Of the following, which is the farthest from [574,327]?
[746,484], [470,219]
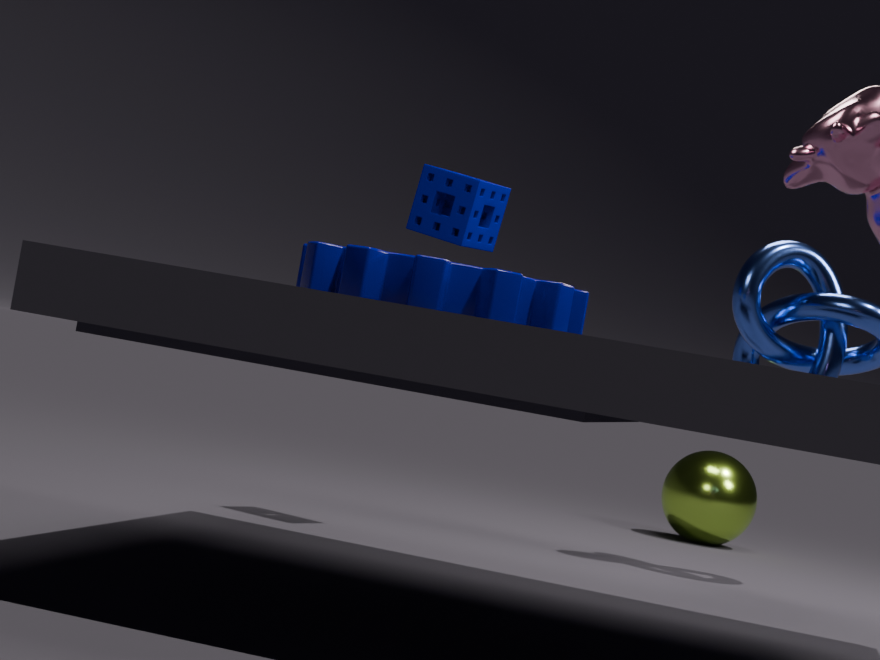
[746,484]
